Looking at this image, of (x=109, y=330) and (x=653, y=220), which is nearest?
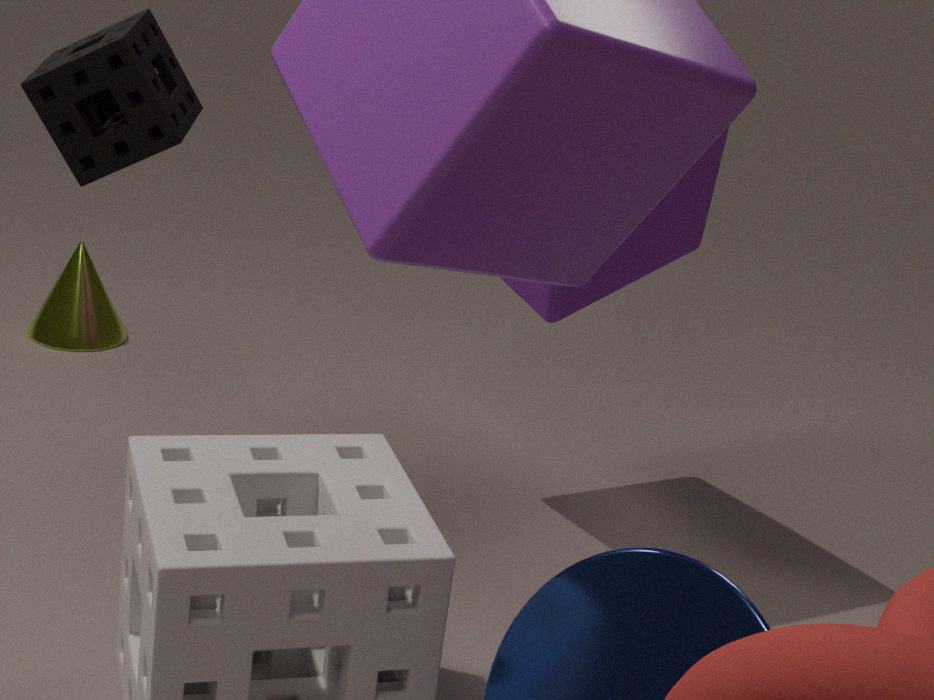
(x=653, y=220)
